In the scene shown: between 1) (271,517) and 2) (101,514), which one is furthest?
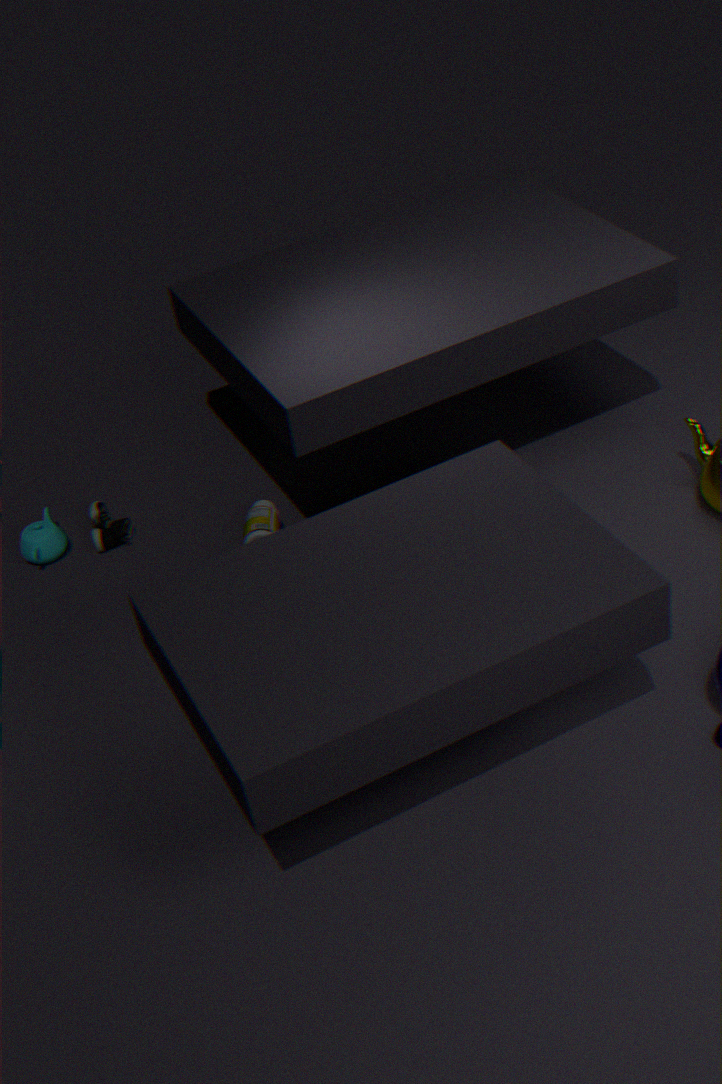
2. (101,514)
